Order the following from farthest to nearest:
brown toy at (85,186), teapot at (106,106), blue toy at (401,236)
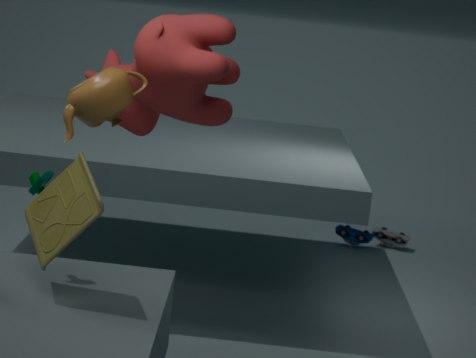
blue toy at (401,236)
brown toy at (85,186)
teapot at (106,106)
